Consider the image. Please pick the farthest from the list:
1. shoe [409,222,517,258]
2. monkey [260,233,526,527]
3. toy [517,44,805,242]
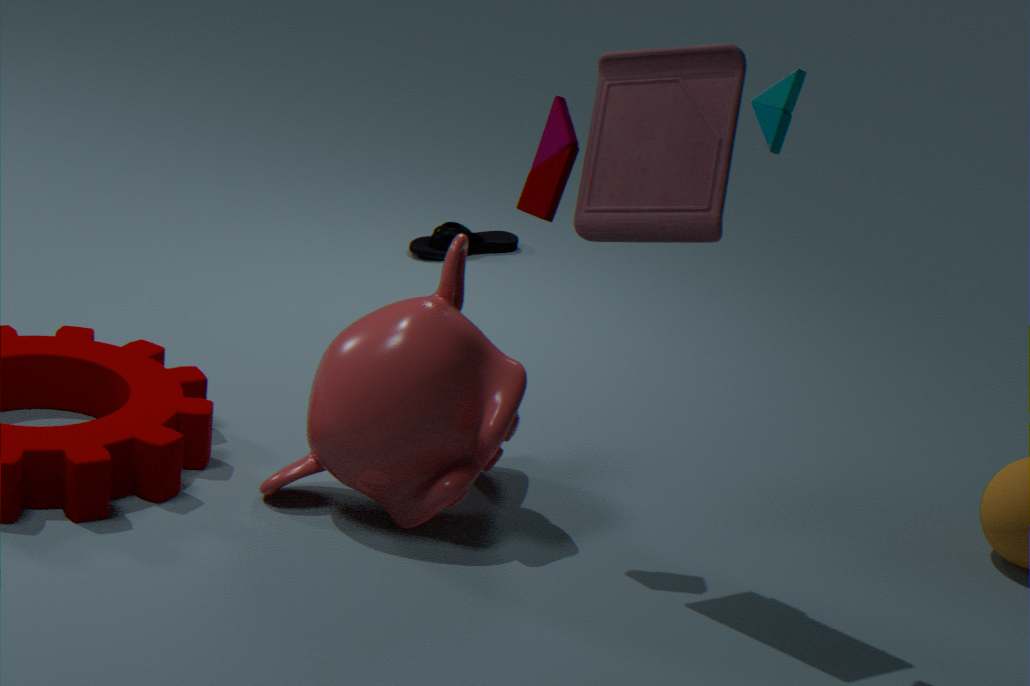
shoe [409,222,517,258]
